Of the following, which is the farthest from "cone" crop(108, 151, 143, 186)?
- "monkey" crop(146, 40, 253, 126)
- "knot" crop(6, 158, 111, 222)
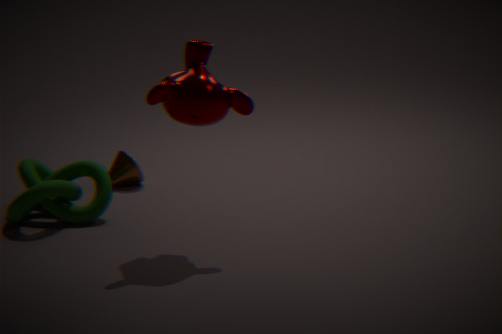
"monkey" crop(146, 40, 253, 126)
